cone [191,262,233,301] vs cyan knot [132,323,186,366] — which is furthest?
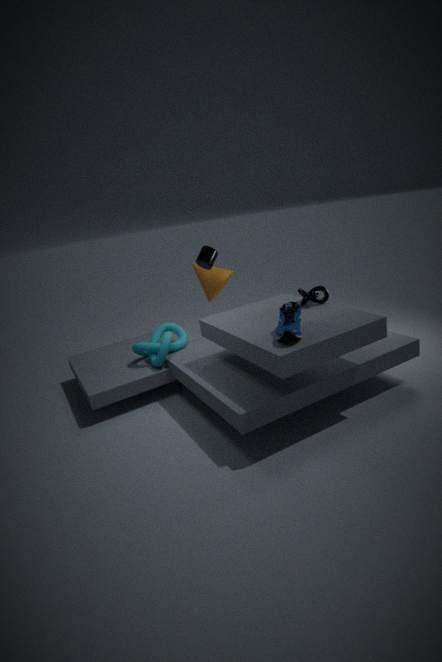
cone [191,262,233,301]
